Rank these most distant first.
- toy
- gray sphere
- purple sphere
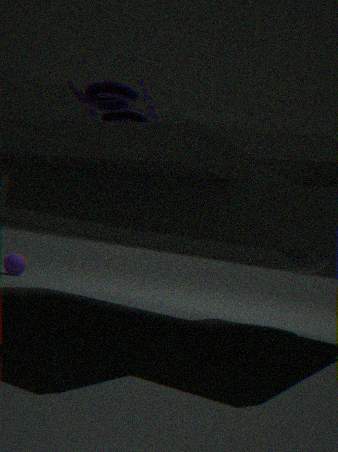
purple sphere, gray sphere, toy
